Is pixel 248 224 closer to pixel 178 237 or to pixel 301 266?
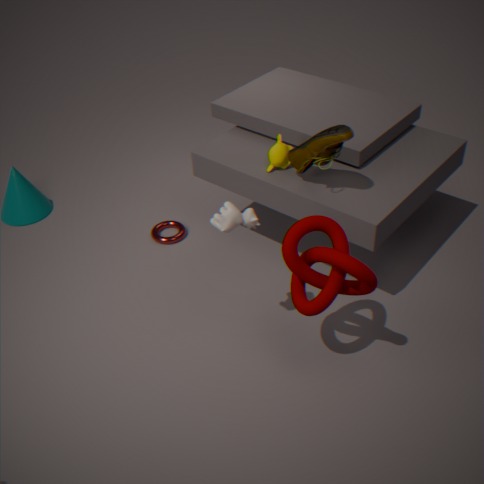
pixel 301 266
